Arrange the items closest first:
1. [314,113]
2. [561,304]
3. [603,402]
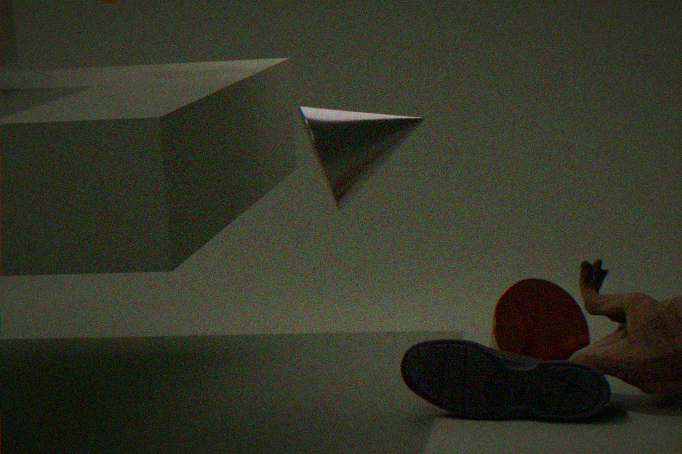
[603,402]
[314,113]
[561,304]
